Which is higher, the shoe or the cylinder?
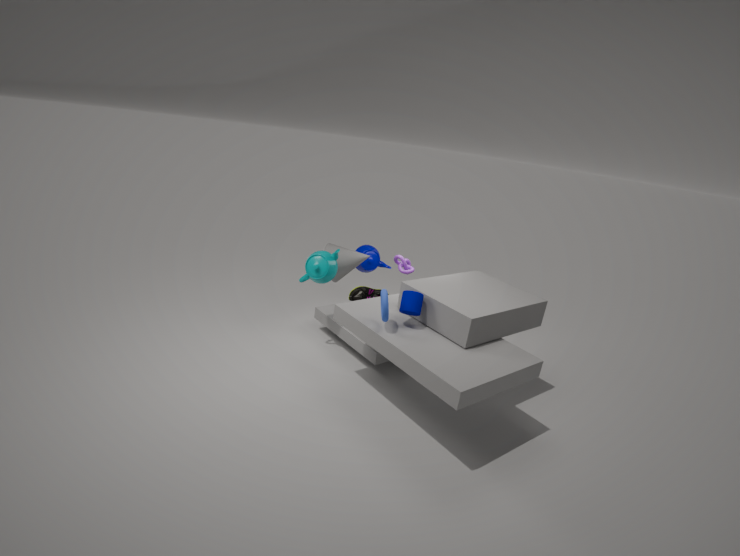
the cylinder
